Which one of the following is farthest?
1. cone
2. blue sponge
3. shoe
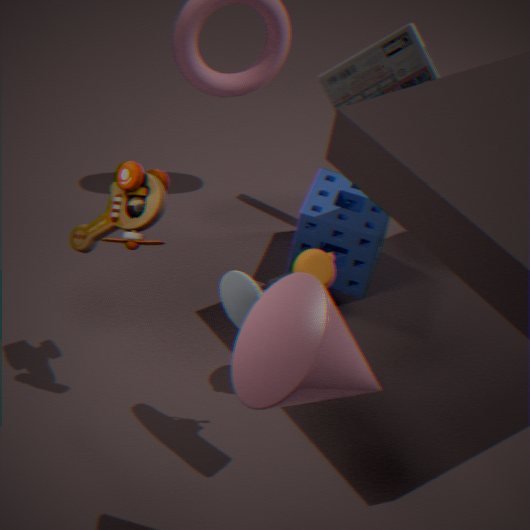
blue sponge
